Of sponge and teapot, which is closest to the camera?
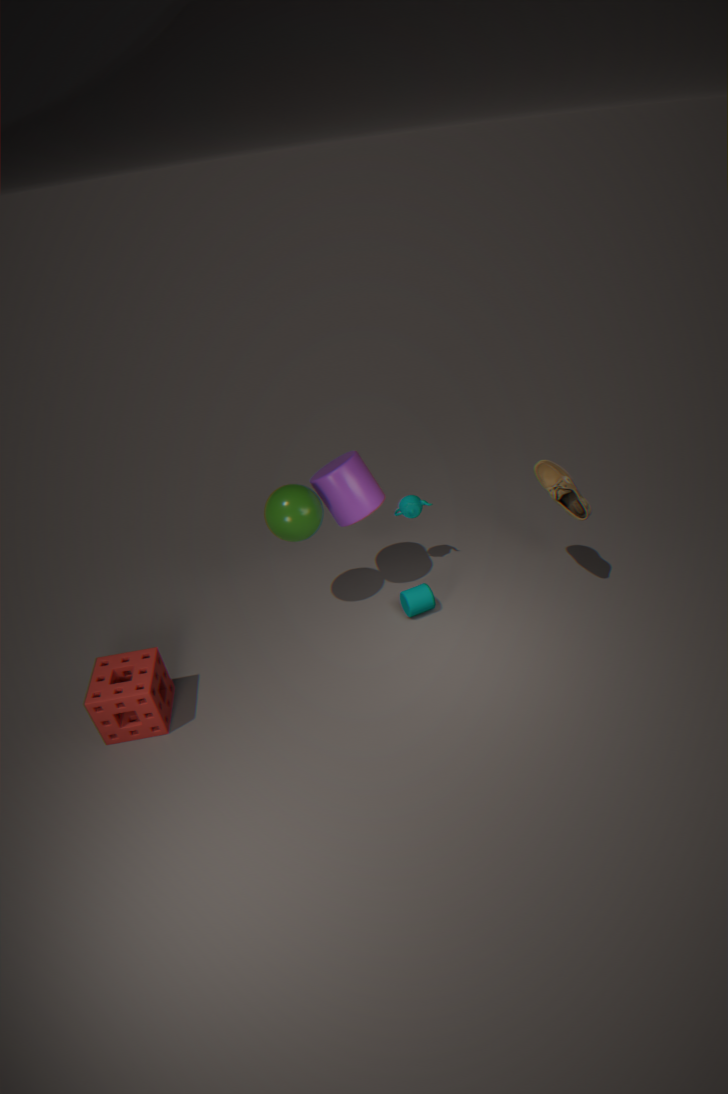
sponge
